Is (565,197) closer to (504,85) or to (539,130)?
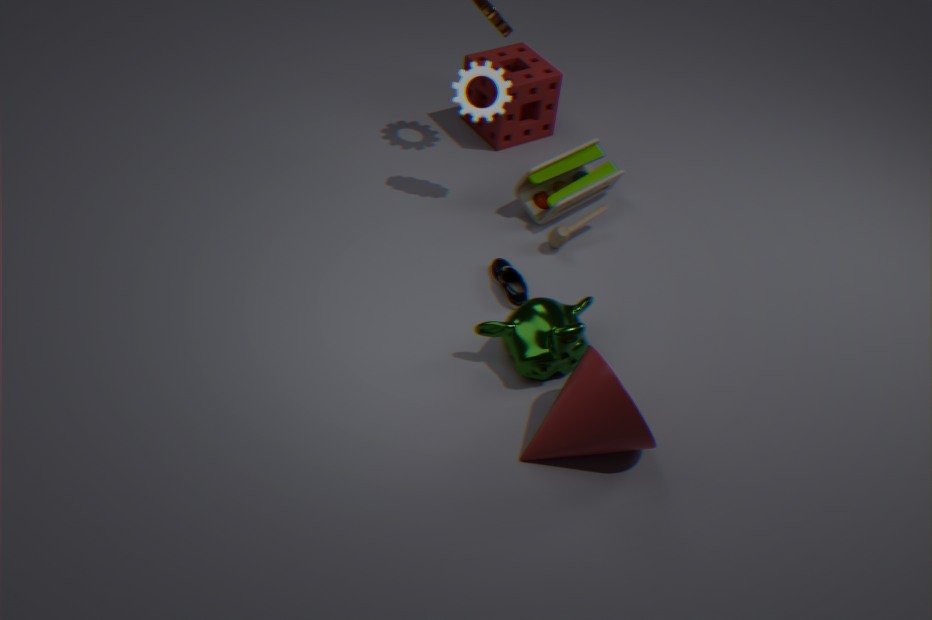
(504,85)
